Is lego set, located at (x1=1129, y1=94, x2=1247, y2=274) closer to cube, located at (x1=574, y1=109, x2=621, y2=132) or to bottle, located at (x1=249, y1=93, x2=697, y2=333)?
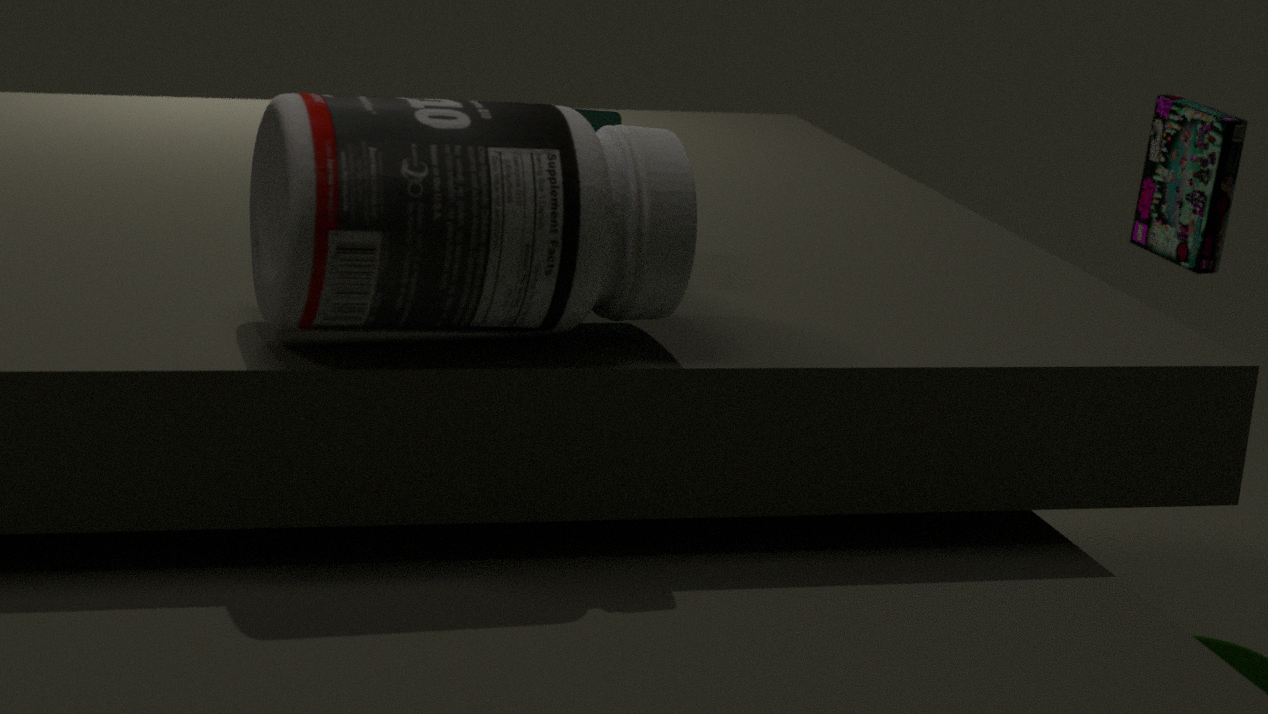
cube, located at (x1=574, y1=109, x2=621, y2=132)
